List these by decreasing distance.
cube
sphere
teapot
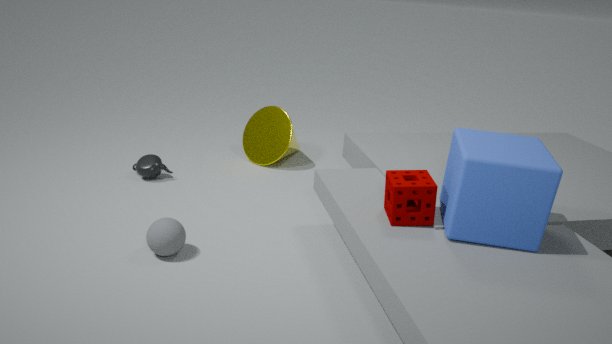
1. teapot
2. sphere
3. cube
